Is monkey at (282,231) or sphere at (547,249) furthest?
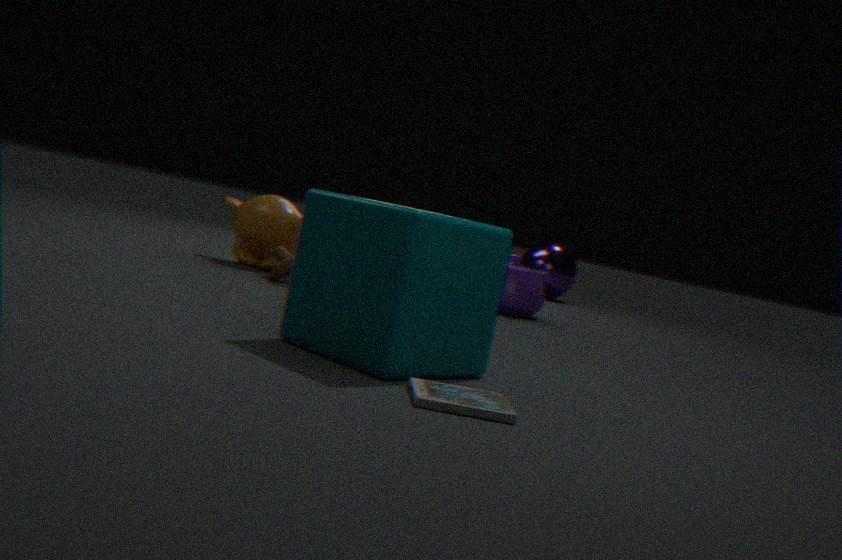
sphere at (547,249)
